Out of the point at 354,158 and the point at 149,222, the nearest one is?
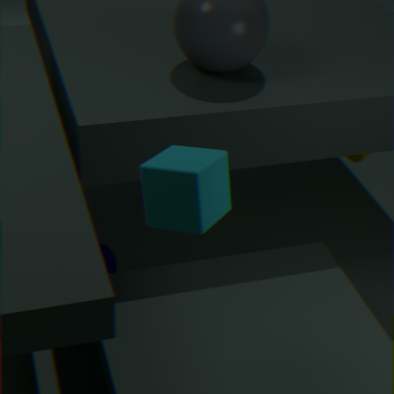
the point at 149,222
